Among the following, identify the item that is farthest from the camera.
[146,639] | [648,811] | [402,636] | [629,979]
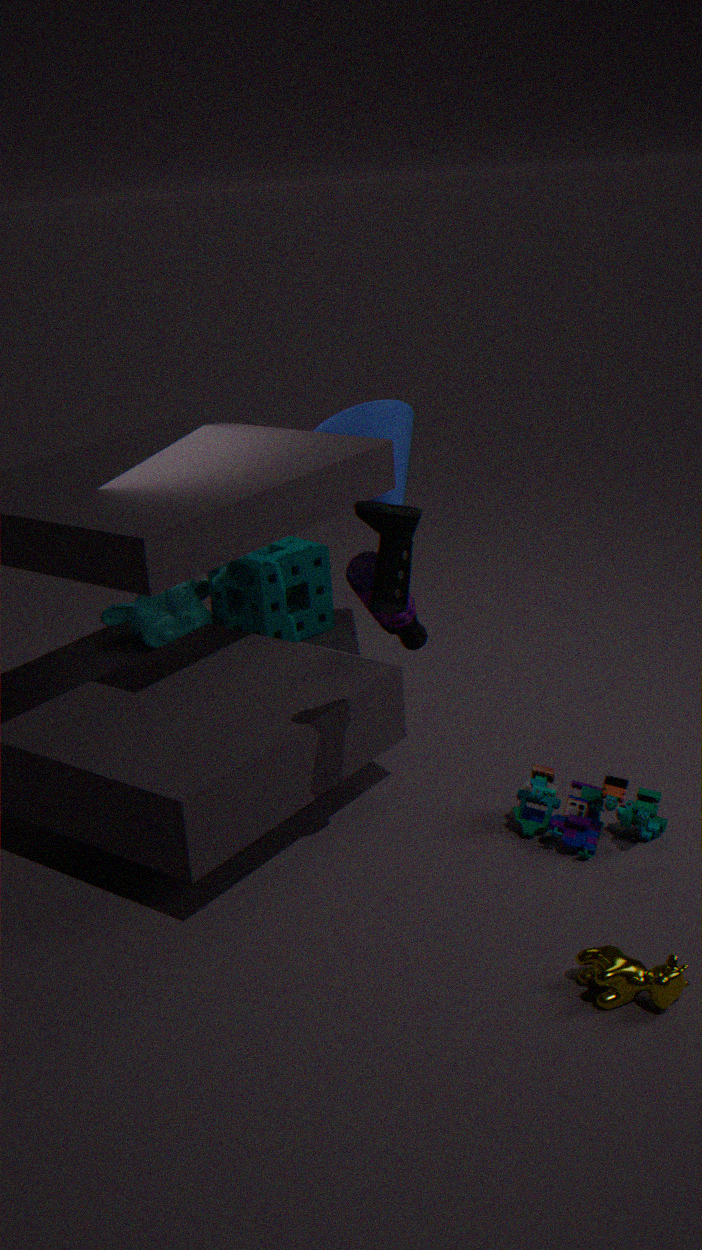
[146,639]
